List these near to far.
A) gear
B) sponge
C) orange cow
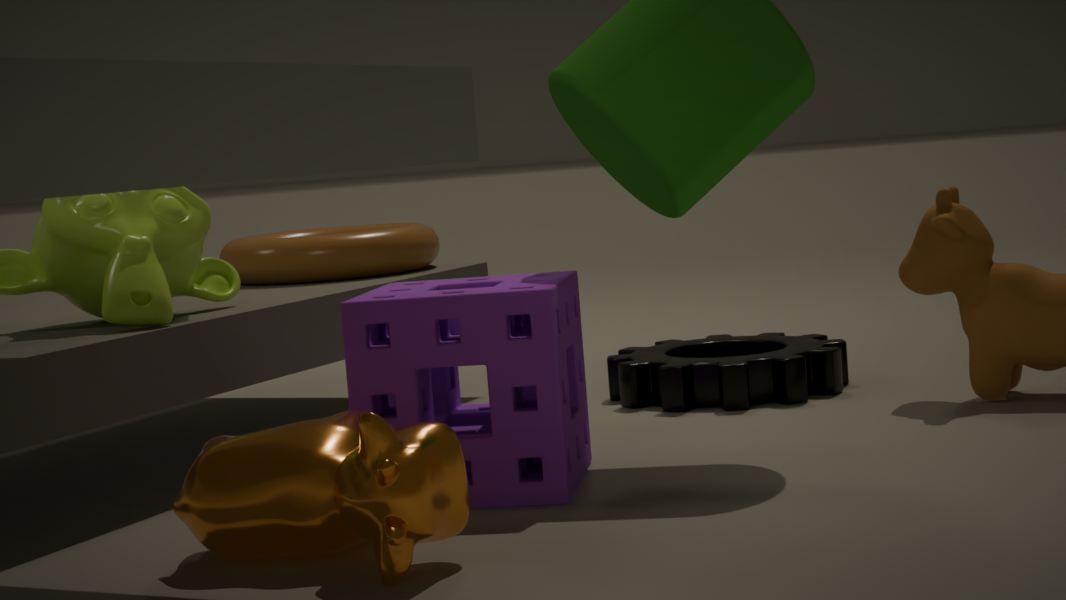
orange cow < sponge < gear
